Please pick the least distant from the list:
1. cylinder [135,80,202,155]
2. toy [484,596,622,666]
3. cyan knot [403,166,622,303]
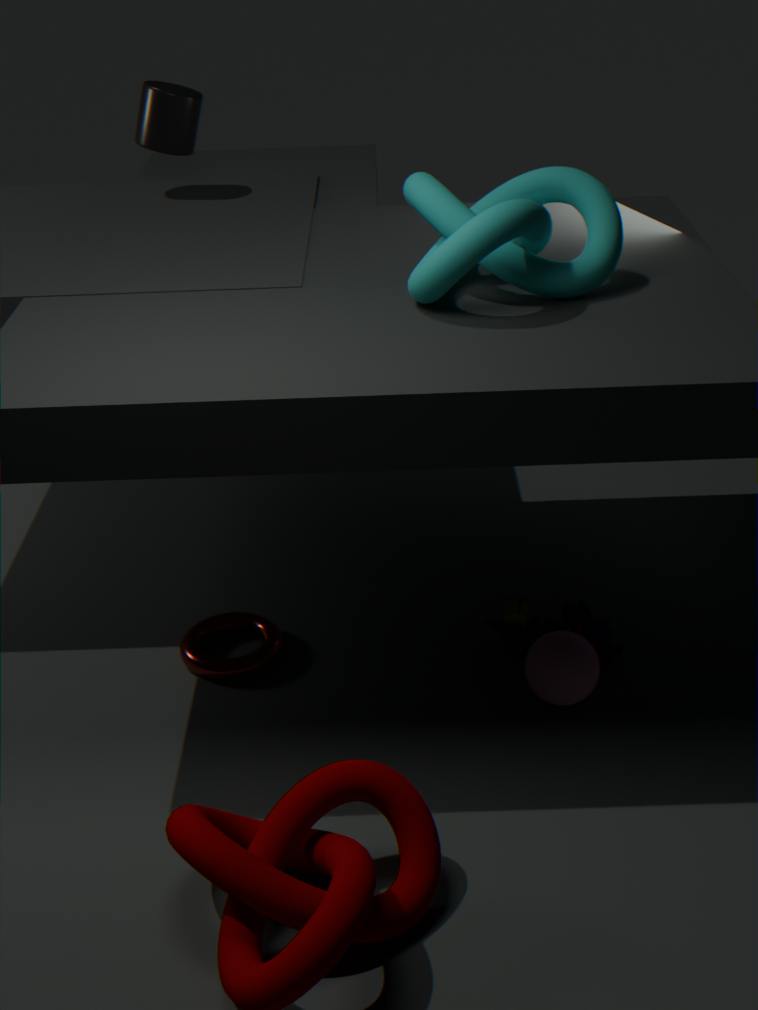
cyan knot [403,166,622,303]
